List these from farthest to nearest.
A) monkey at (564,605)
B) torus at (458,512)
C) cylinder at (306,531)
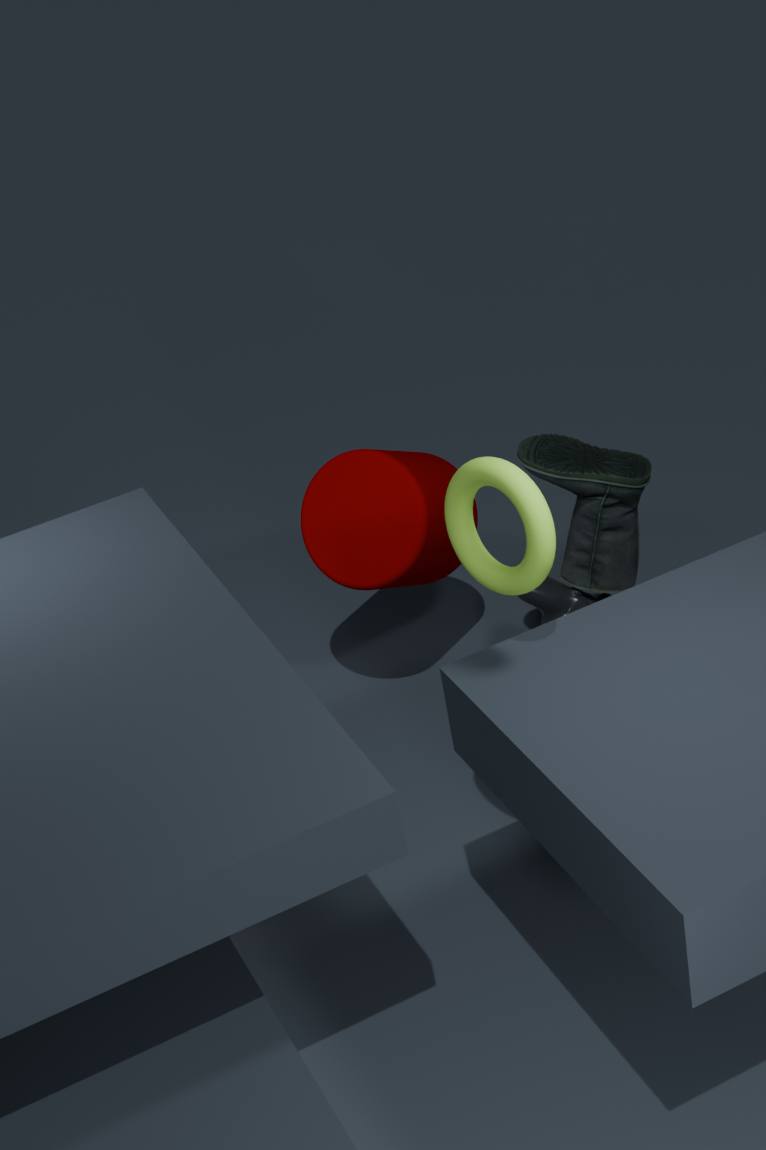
monkey at (564,605) → cylinder at (306,531) → torus at (458,512)
